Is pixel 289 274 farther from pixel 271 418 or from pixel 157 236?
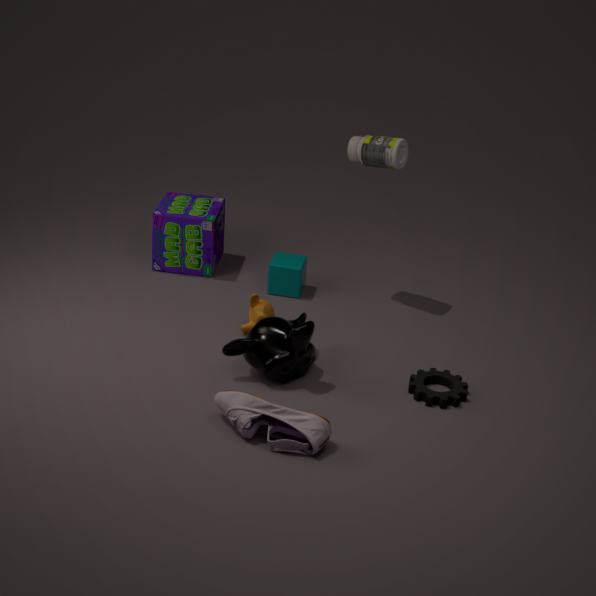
pixel 271 418
